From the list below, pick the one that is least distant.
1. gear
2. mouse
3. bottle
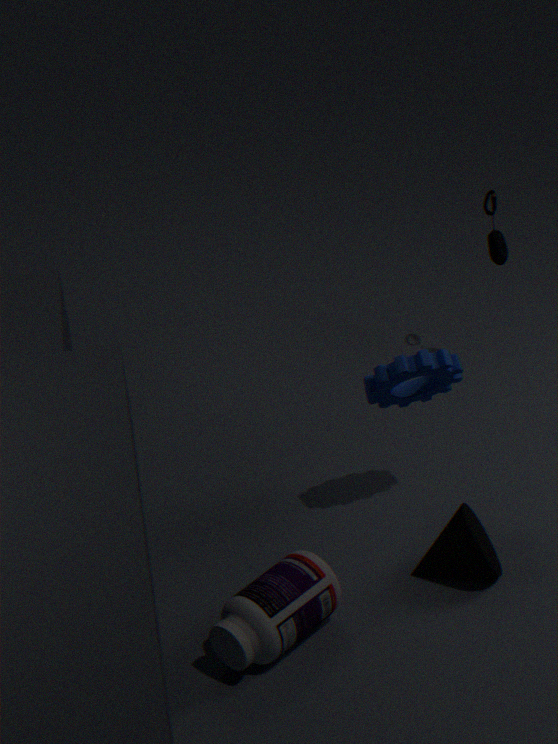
bottle
